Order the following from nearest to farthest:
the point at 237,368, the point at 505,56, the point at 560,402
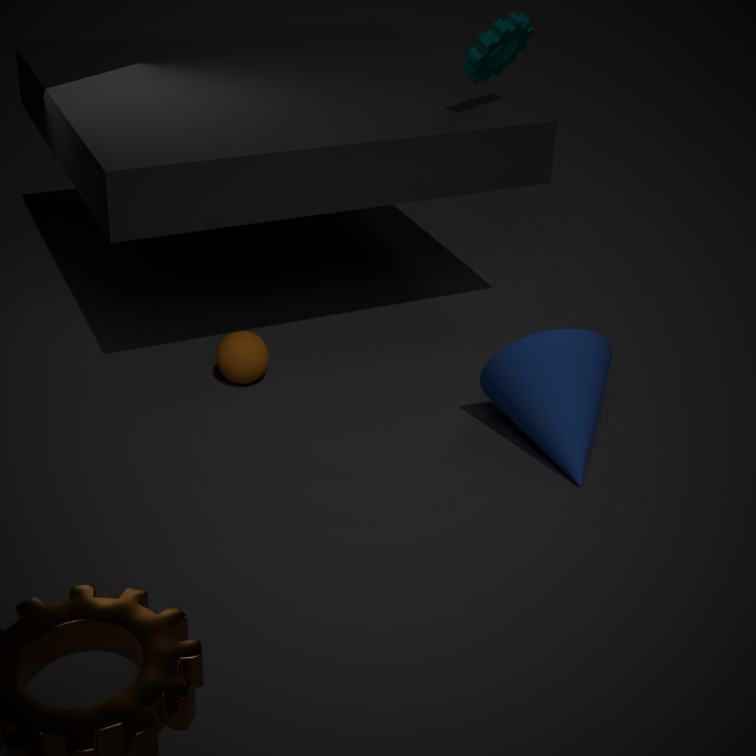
the point at 560,402 < the point at 237,368 < the point at 505,56
